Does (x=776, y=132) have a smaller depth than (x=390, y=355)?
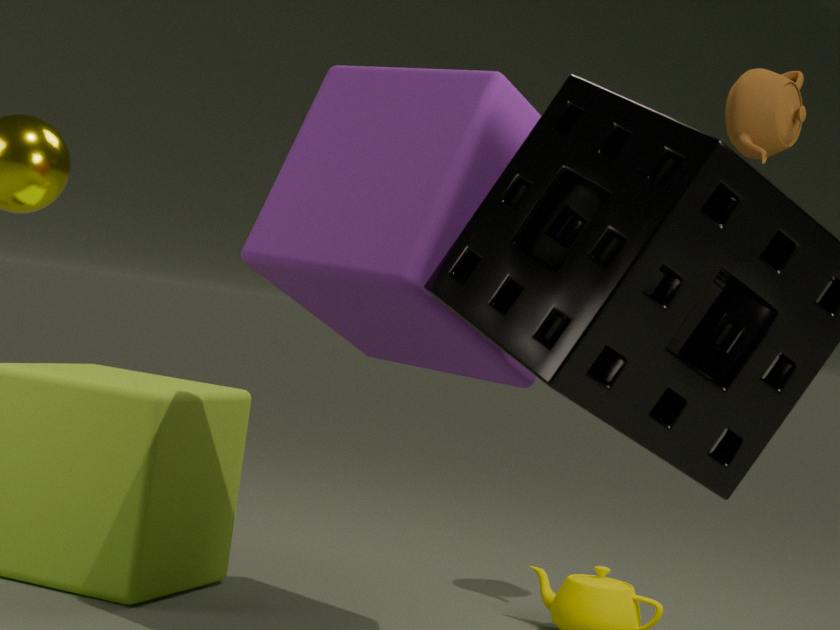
No
